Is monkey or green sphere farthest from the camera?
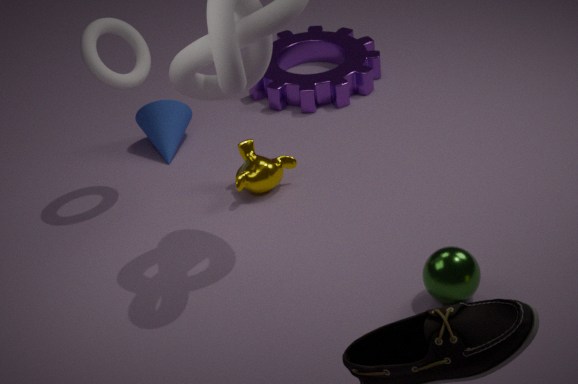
monkey
